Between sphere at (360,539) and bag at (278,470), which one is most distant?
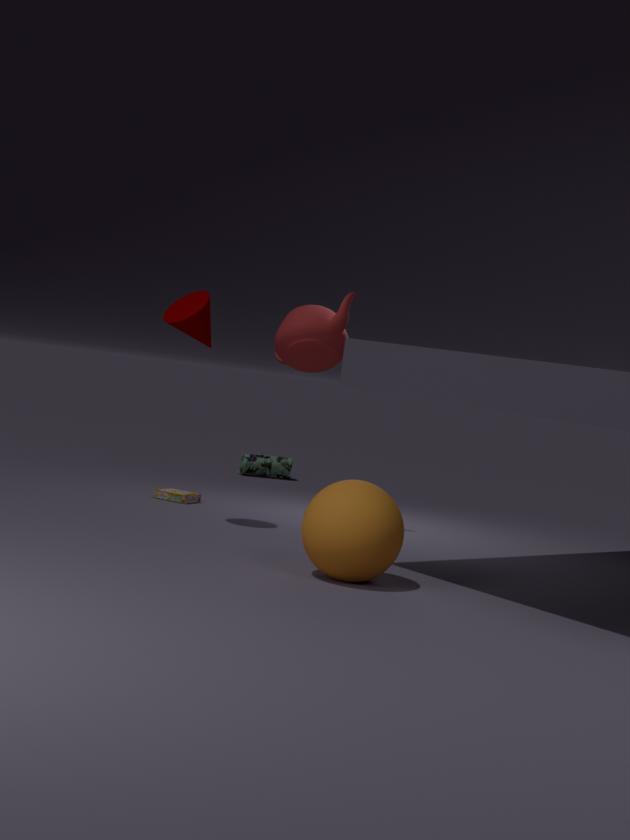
bag at (278,470)
